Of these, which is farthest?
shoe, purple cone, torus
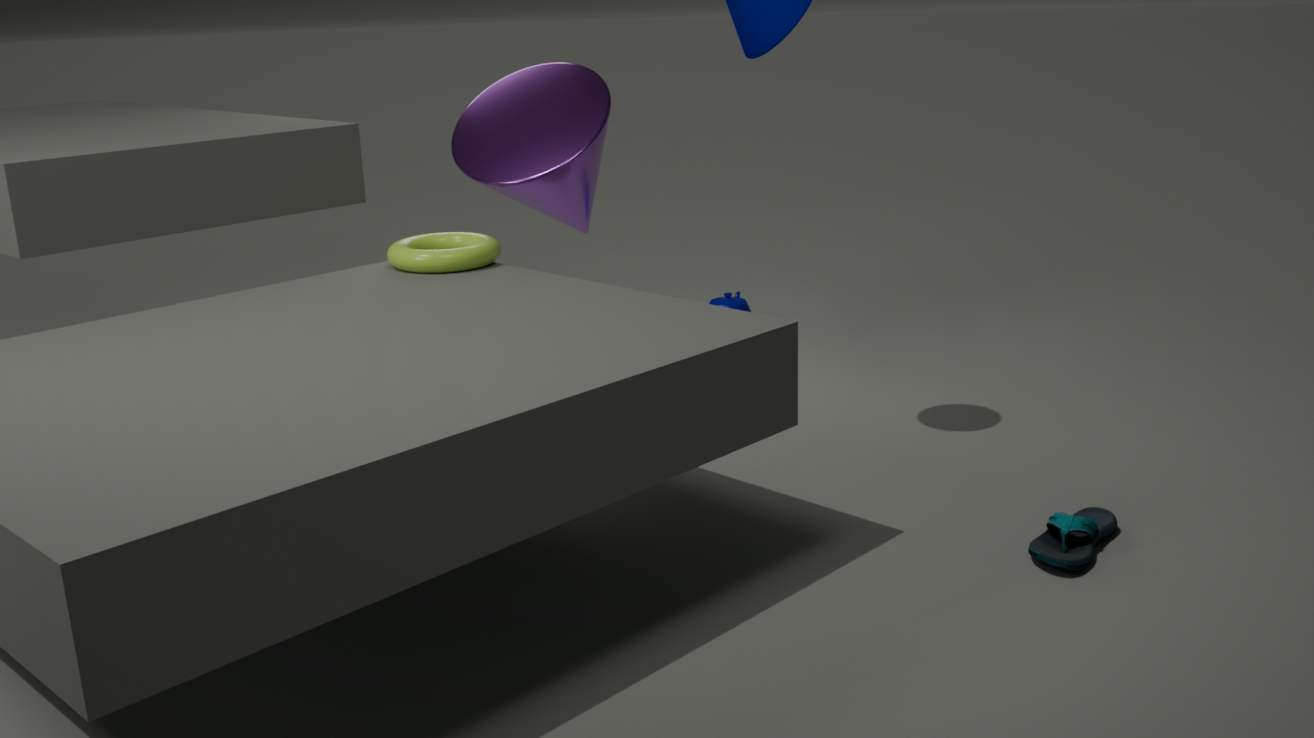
purple cone
